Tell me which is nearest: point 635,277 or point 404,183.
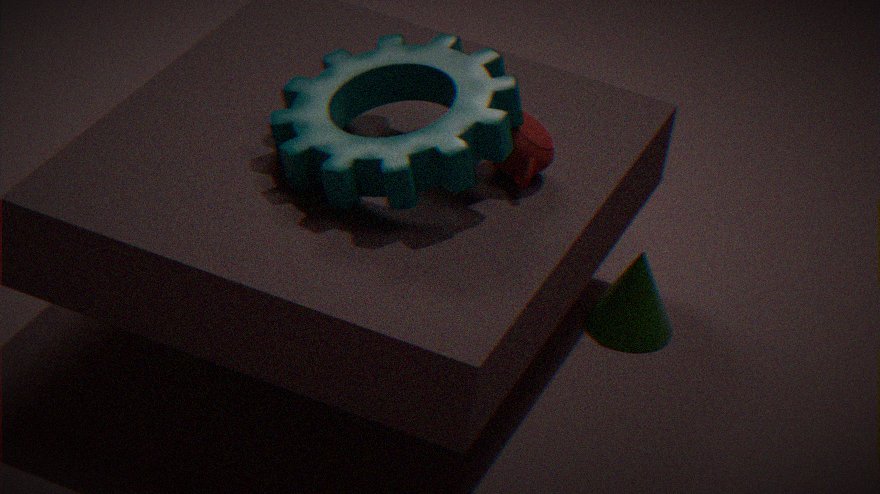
point 404,183
